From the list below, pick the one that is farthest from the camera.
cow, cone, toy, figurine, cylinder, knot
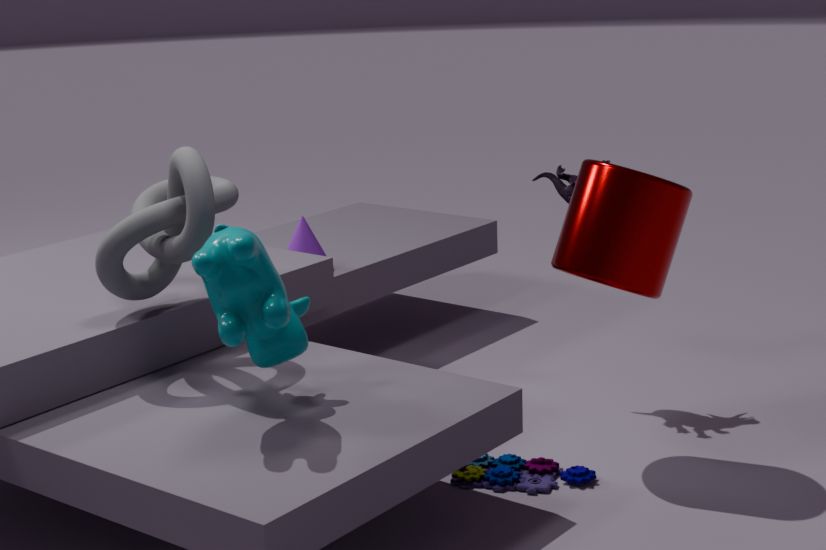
cone
